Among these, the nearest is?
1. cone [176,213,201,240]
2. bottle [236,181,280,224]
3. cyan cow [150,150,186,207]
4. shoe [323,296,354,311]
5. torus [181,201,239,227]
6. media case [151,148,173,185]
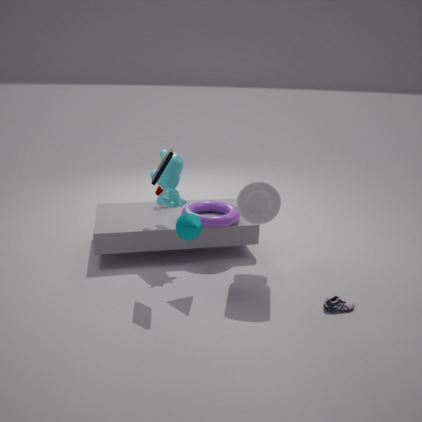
media case [151,148,173,185]
